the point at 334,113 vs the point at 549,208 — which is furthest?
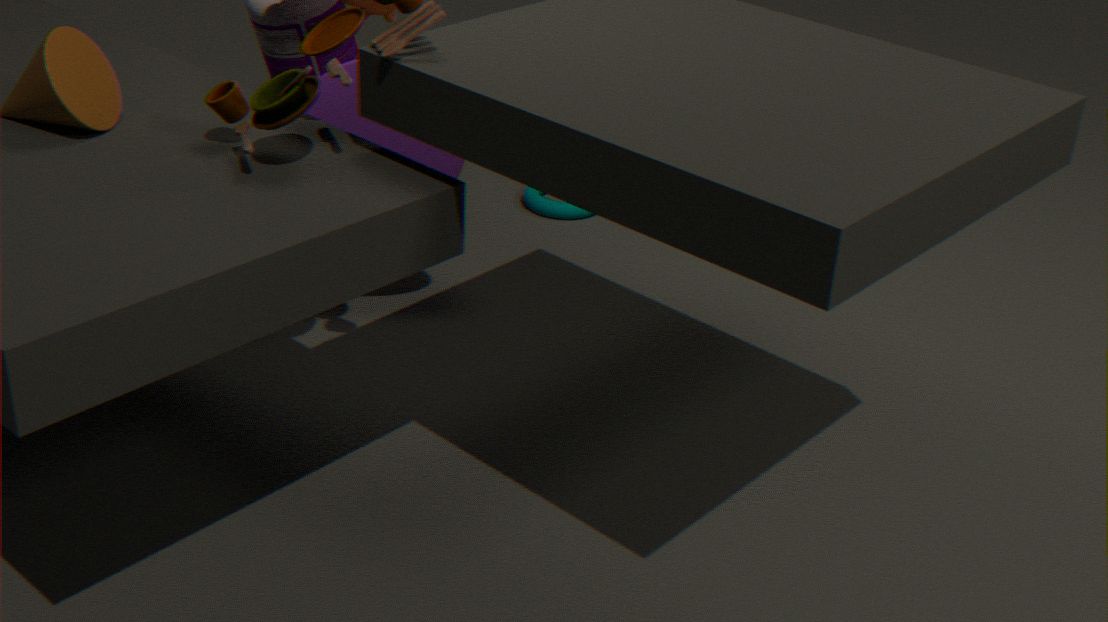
the point at 549,208
